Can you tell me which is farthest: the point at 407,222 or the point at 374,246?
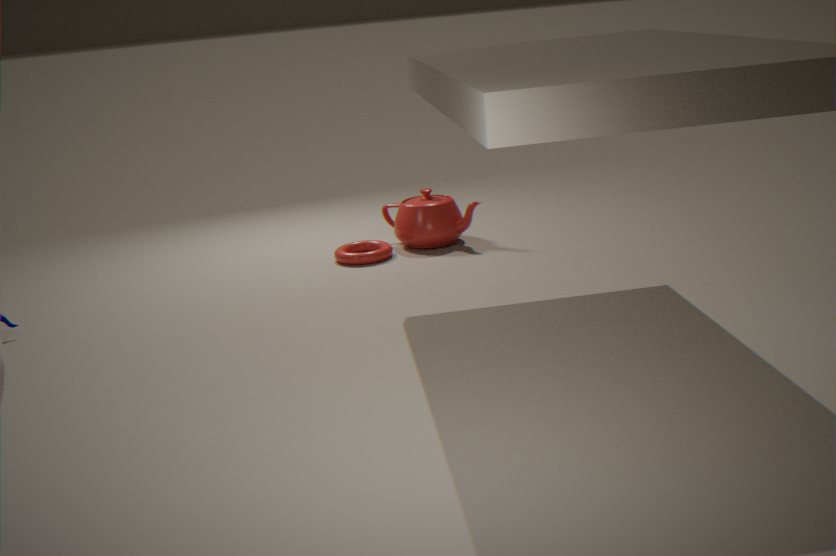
the point at 374,246
